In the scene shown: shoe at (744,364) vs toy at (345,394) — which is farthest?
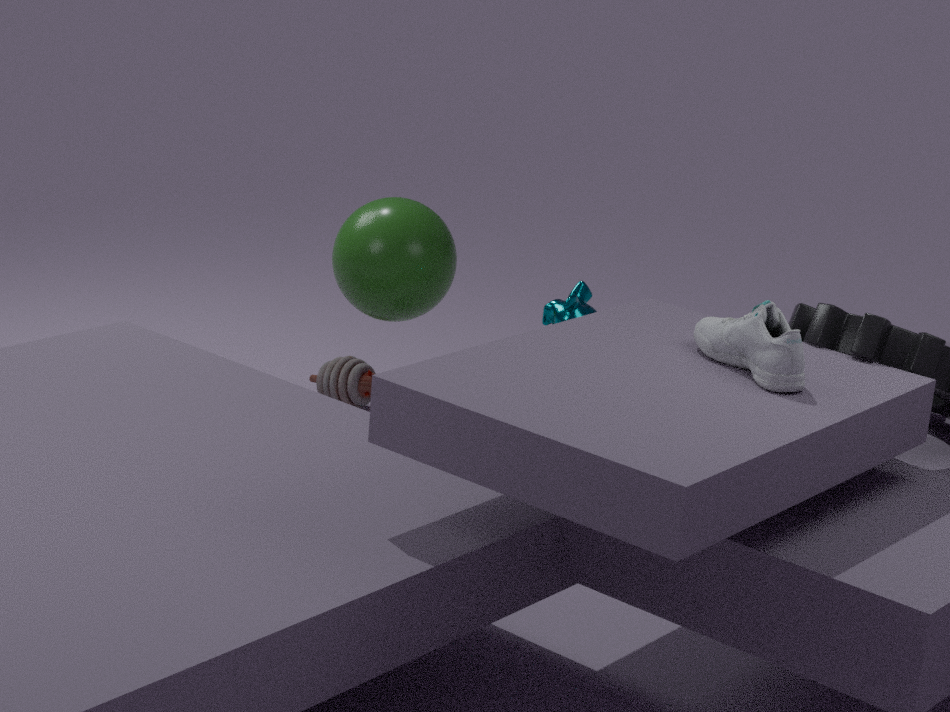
toy at (345,394)
